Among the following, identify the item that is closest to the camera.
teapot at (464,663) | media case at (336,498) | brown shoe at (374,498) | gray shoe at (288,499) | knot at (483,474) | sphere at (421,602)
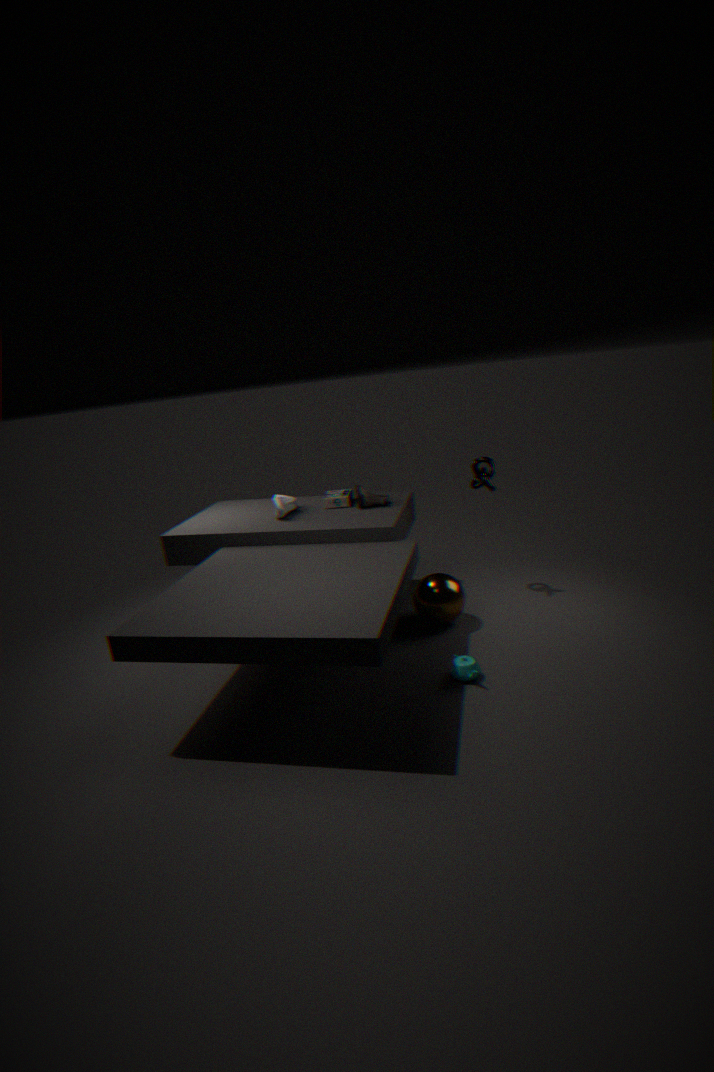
teapot at (464,663)
